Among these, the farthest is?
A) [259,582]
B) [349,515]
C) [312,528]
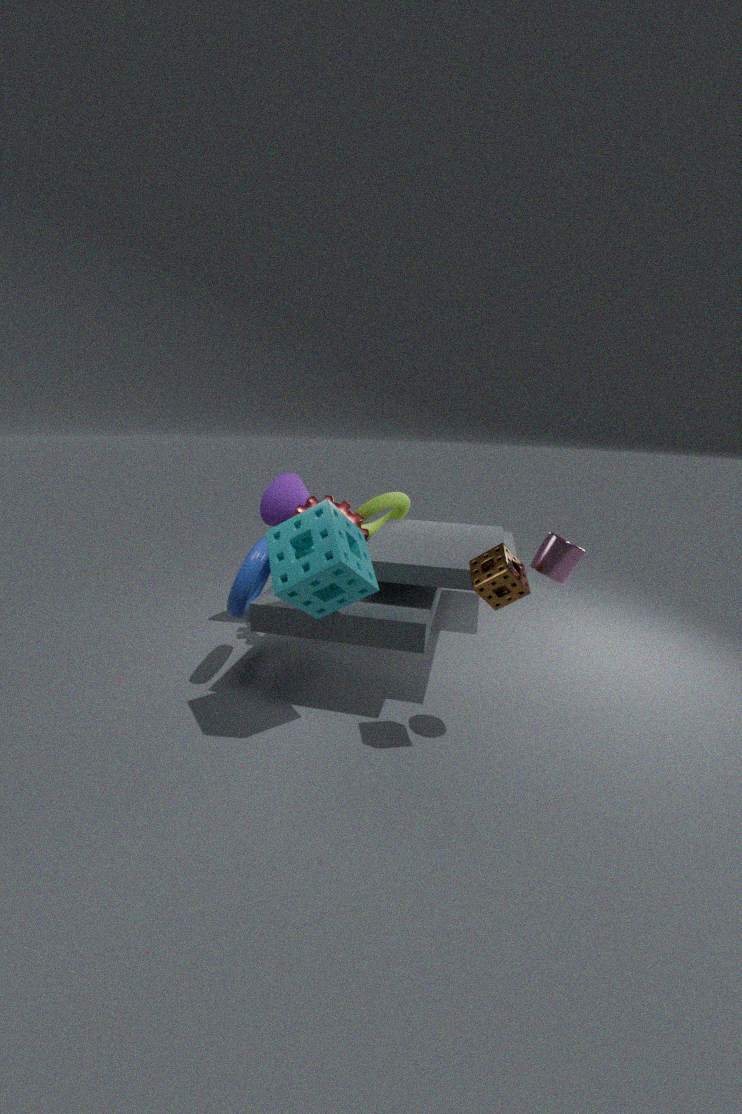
[349,515]
